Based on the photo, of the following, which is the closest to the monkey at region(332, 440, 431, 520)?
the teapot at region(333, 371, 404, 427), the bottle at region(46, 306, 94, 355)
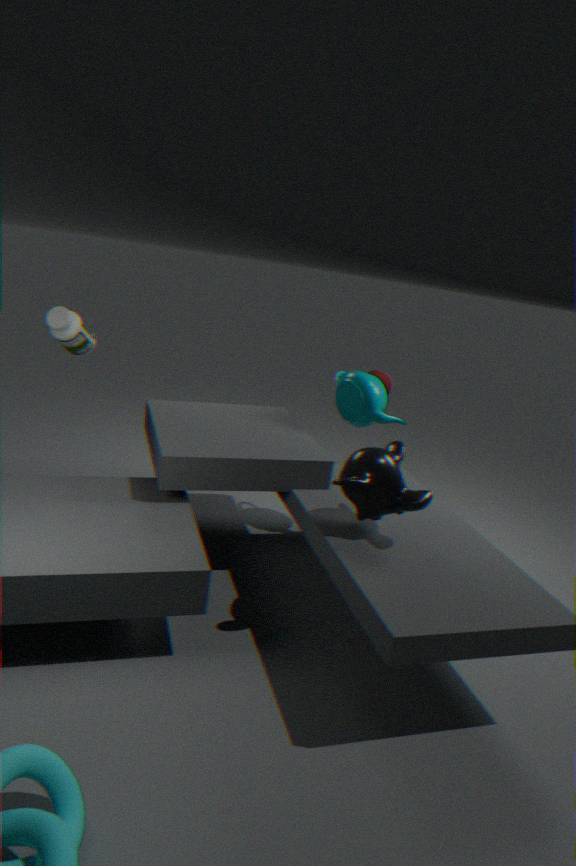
the teapot at region(333, 371, 404, 427)
